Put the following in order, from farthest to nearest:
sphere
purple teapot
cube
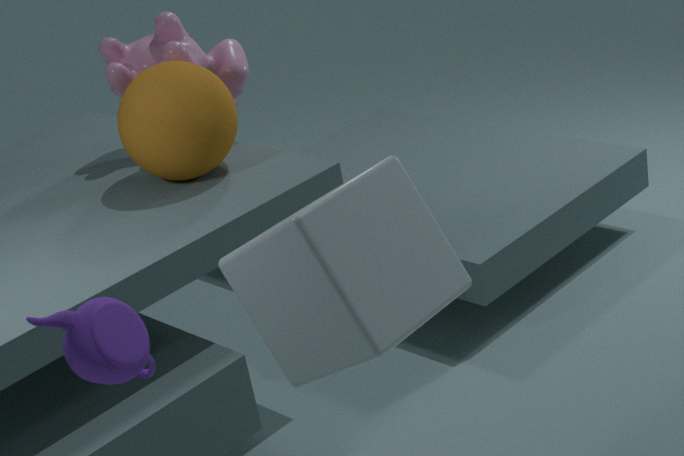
sphere, cube, purple teapot
